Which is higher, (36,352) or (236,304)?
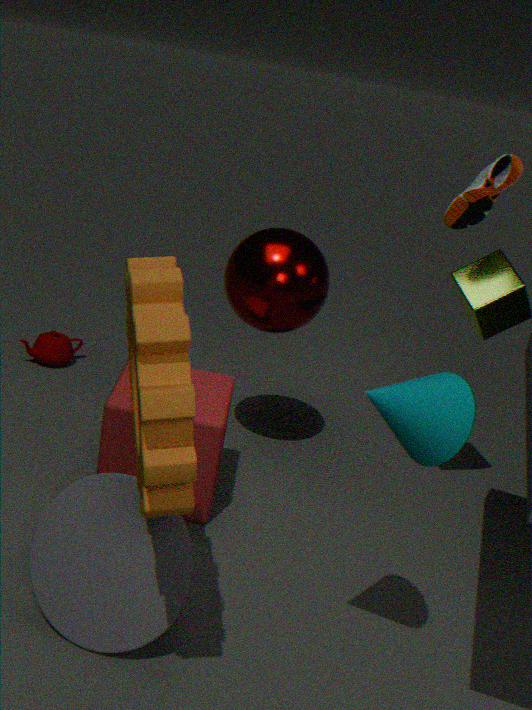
(236,304)
